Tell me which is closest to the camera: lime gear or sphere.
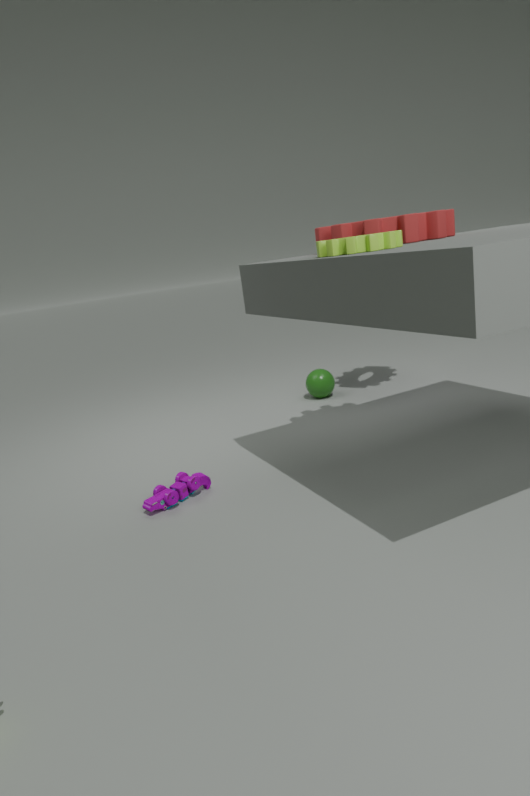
lime gear
